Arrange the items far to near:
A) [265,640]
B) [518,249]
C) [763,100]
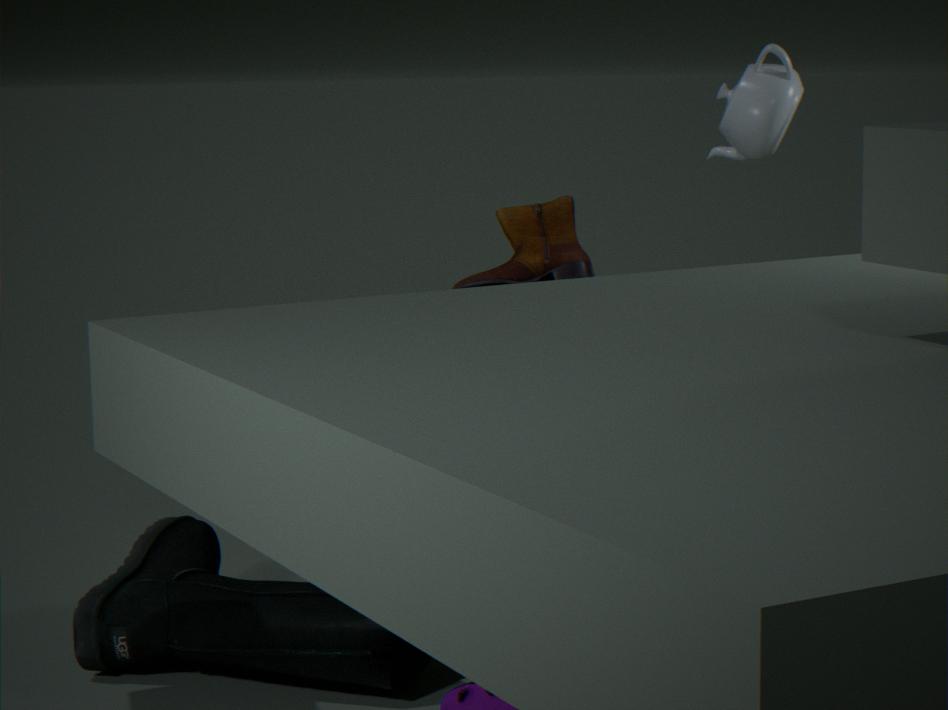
[763,100] → [518,249] → [265,640]
